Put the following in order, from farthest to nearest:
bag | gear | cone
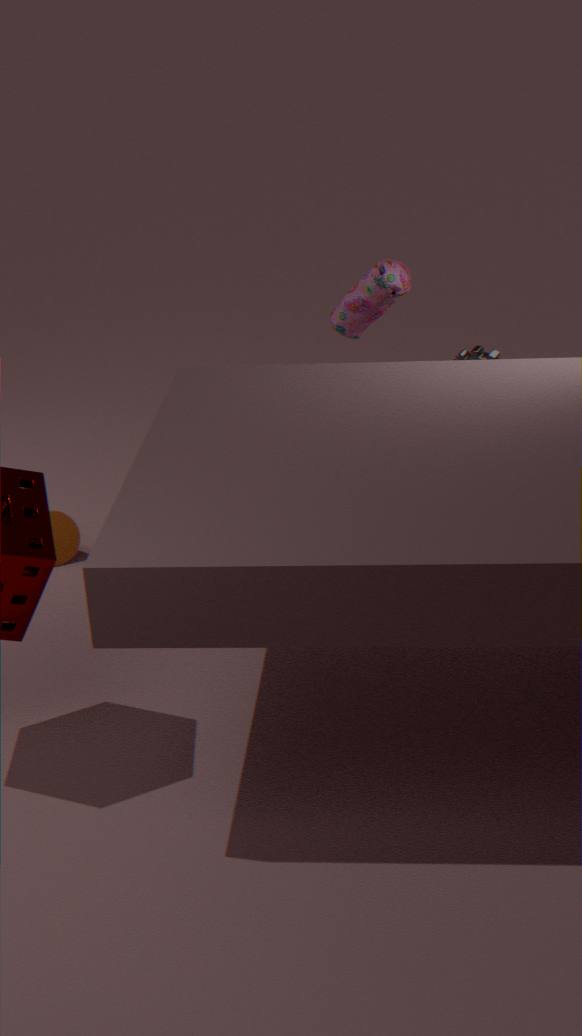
cone → bag → gear
